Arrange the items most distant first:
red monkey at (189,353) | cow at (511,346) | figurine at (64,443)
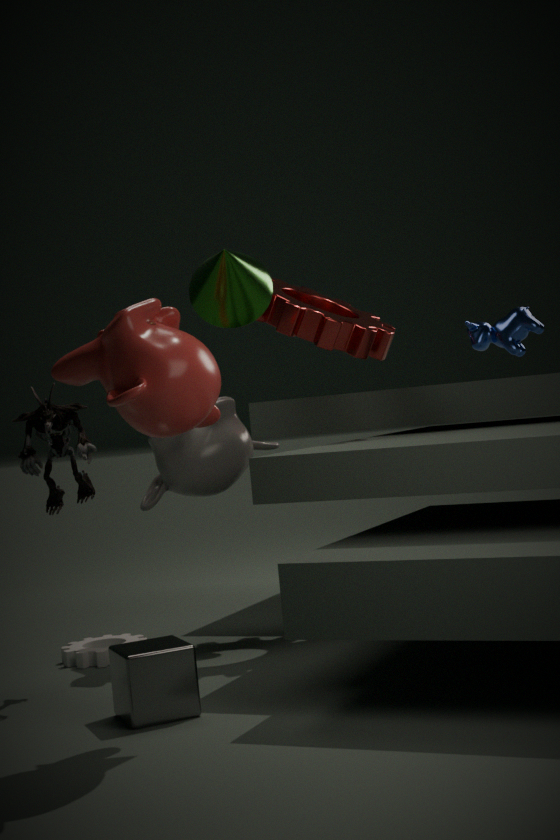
cow at (511,346) < figurine at (64,443) < red monkey at (189,353)
